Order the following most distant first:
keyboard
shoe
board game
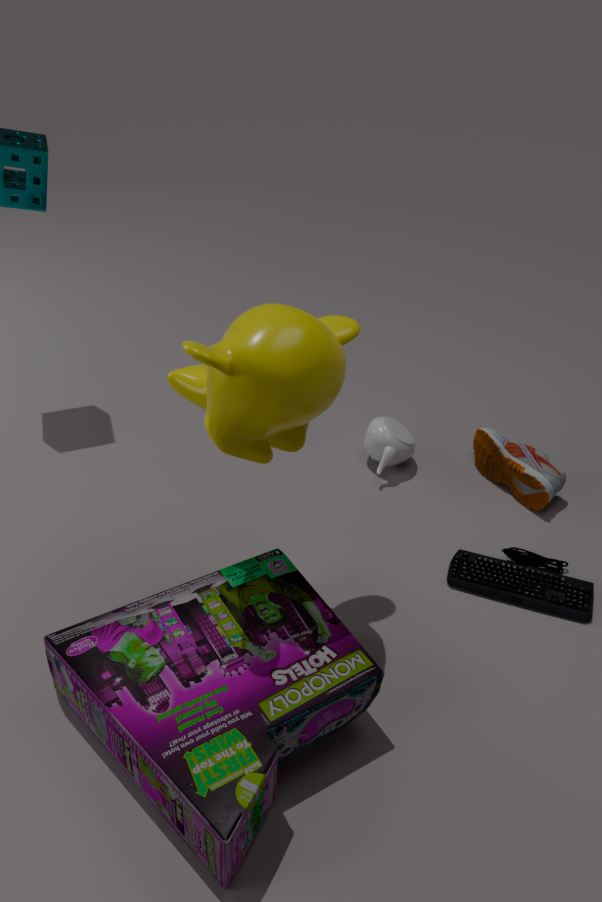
shoe, keyboard, board game
